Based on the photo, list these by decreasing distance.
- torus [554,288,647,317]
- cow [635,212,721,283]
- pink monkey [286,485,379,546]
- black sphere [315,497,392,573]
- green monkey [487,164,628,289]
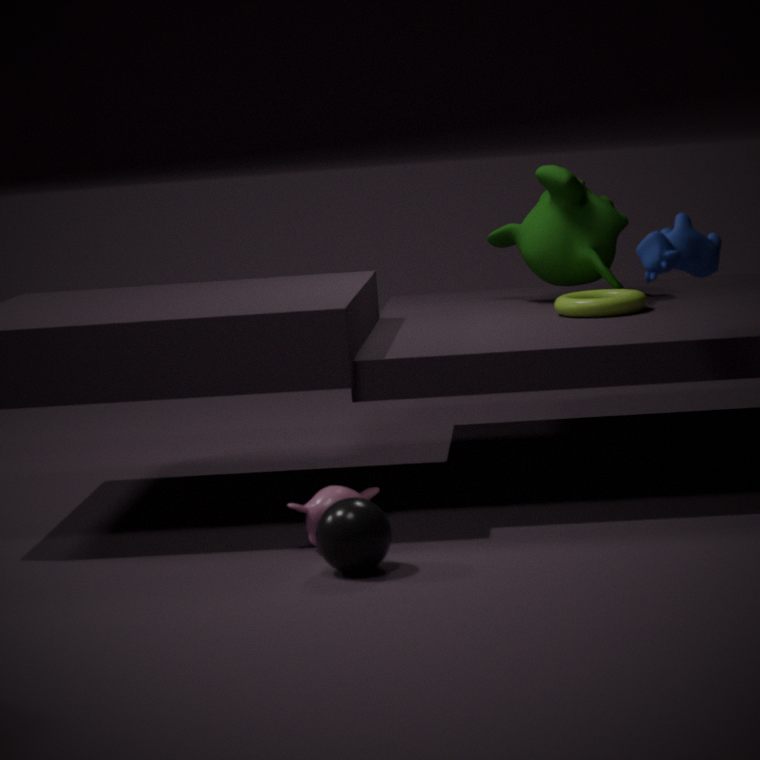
green monkey [487,164,628,289]
torus [554,288,647,317]
pink monkey [286,485,379,546]
cow [635,212,721,283]
black sphere [315,497,392,573]
